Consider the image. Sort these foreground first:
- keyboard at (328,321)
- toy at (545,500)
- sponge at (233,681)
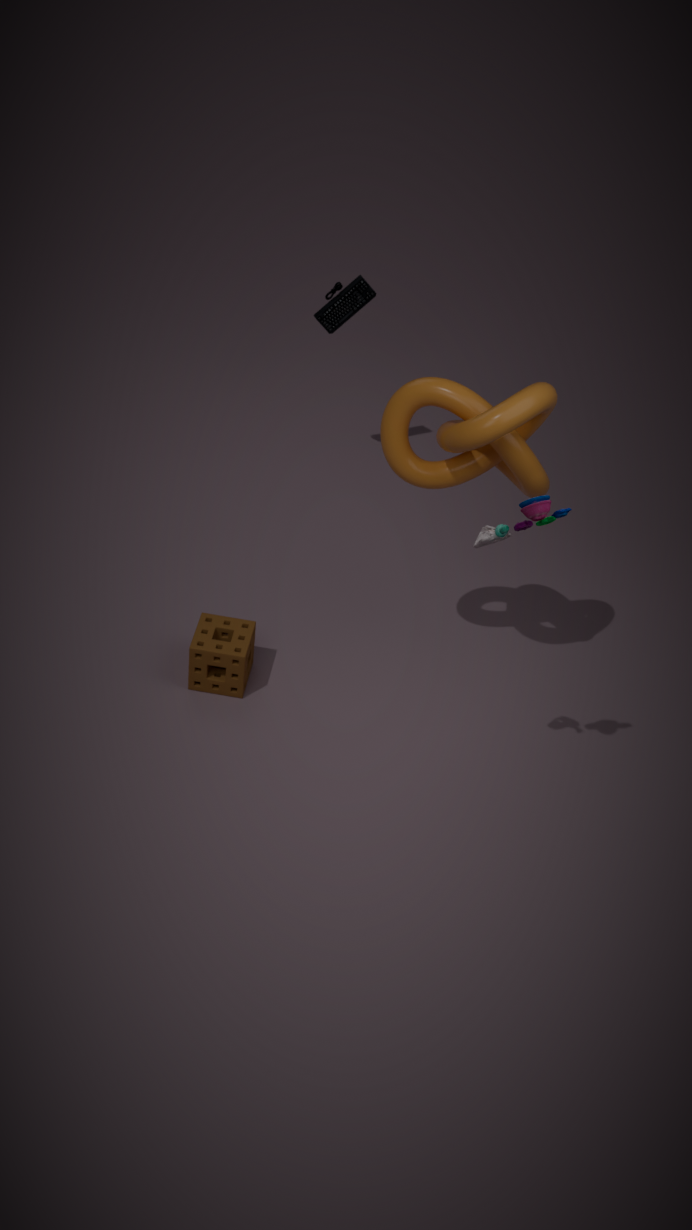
toy at (545,500), sponge at (233,681), keyboard at (328,321)
